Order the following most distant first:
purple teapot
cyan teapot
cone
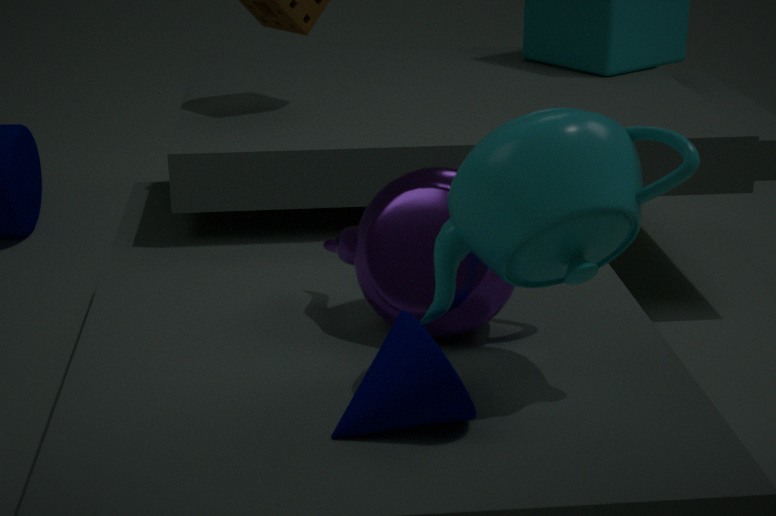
1. purple teapot
2. cone
3. cyan teapot
